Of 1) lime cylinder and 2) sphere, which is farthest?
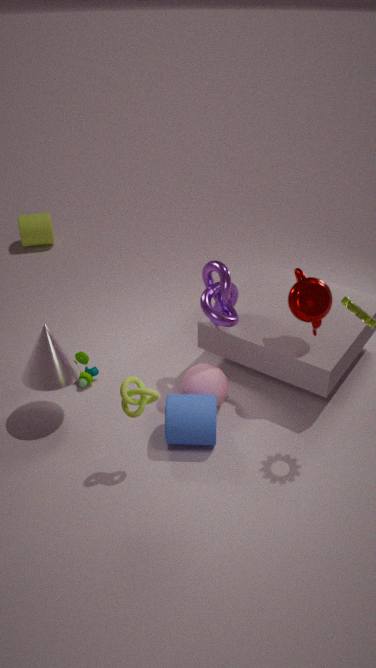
1. lime cylinder
